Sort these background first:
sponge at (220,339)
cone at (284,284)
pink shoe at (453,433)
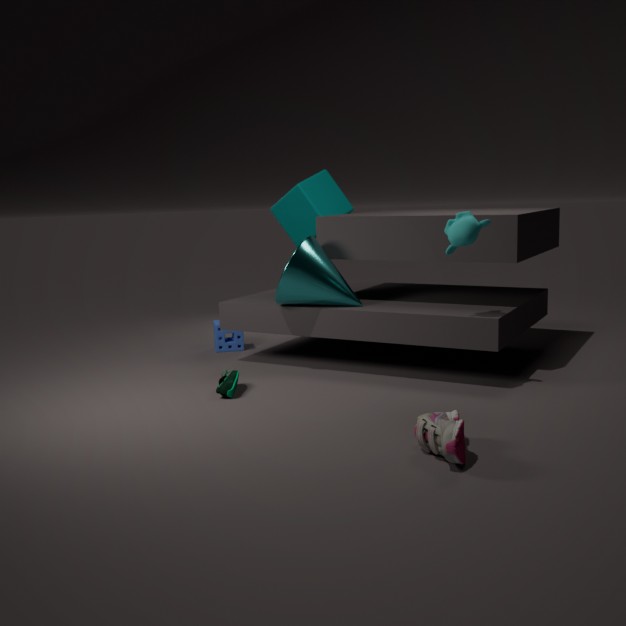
sponge at (220,339) → cone at (284,284) → pink shoe at (453,433)
